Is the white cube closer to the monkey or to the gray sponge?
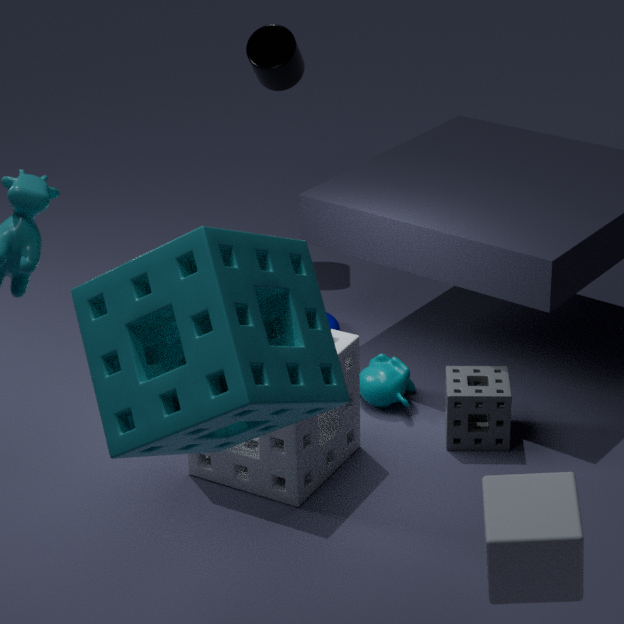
the gray sponge
